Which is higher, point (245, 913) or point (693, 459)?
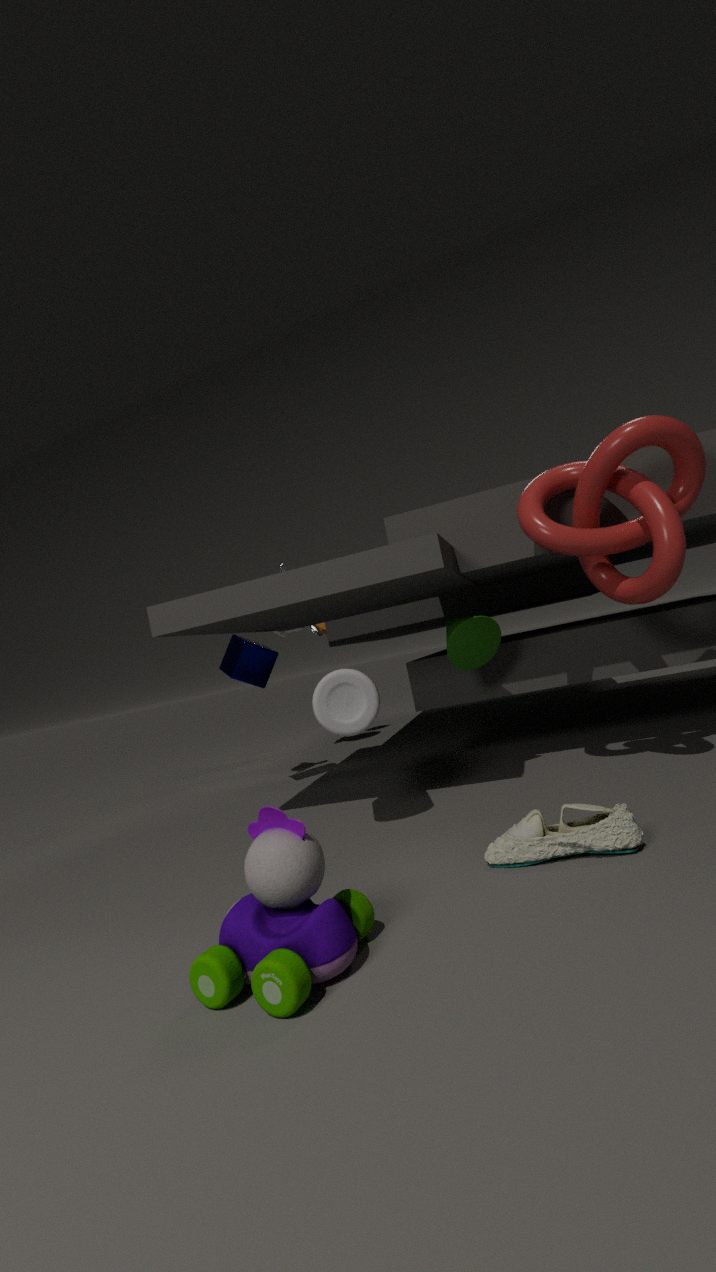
point (693, 459)
